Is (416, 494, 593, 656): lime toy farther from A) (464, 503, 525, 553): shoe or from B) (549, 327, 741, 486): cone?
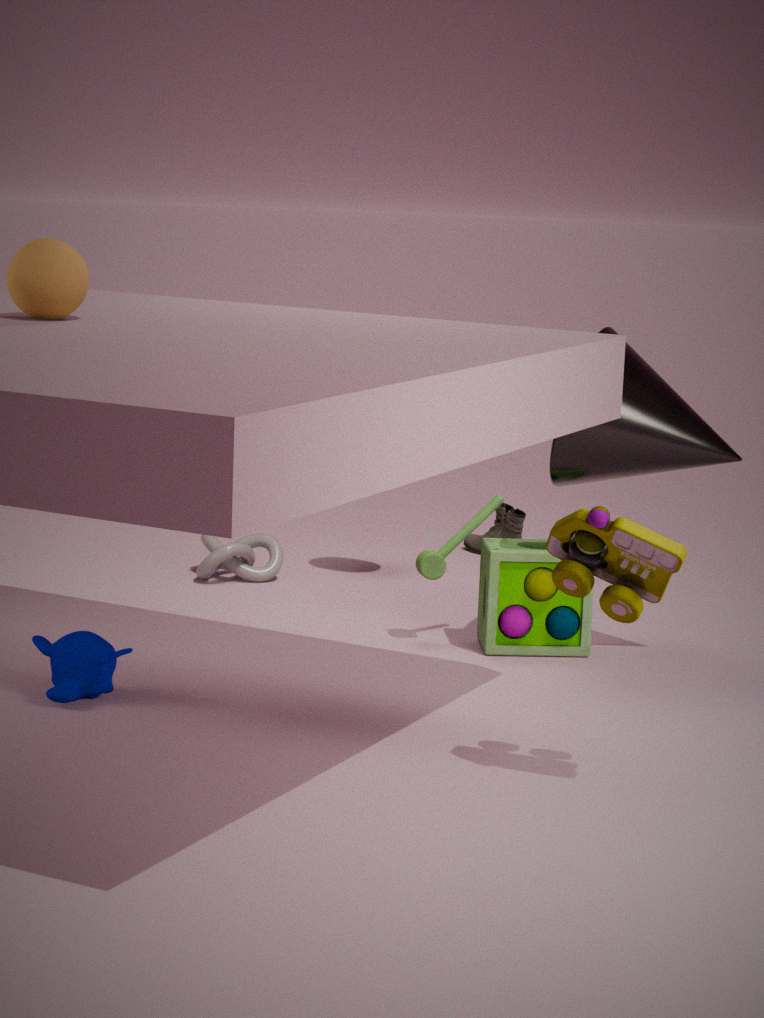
A) (464, 503, 525, 553): shoe
